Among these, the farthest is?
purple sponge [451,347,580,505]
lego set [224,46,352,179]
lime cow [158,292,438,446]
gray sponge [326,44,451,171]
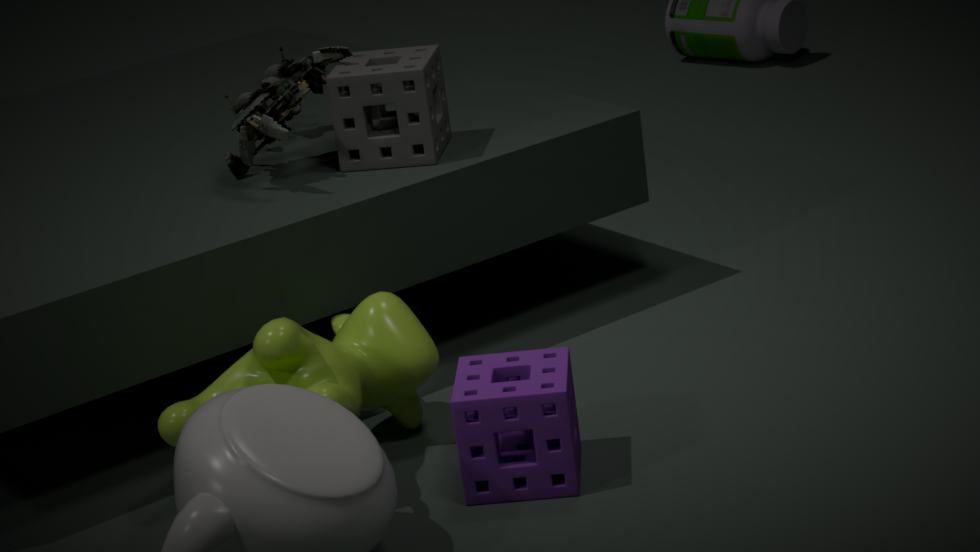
A: gray sponge [326,44,451,171]
